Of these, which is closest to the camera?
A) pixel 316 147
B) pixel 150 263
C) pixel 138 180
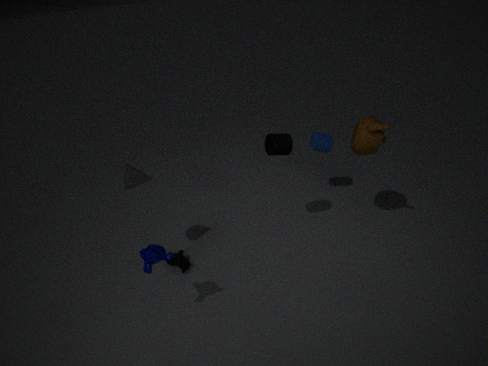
pixel 150 263
